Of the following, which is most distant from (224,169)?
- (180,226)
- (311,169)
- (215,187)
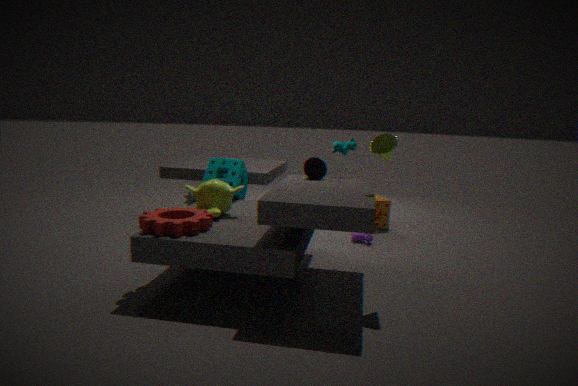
(180,226)
